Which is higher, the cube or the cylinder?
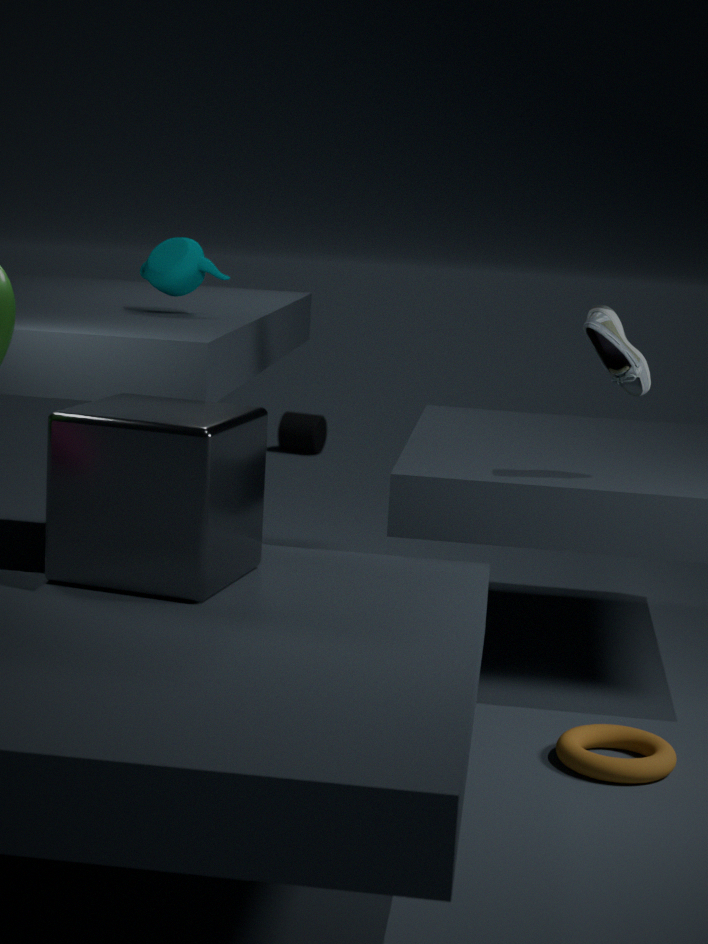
the cube
